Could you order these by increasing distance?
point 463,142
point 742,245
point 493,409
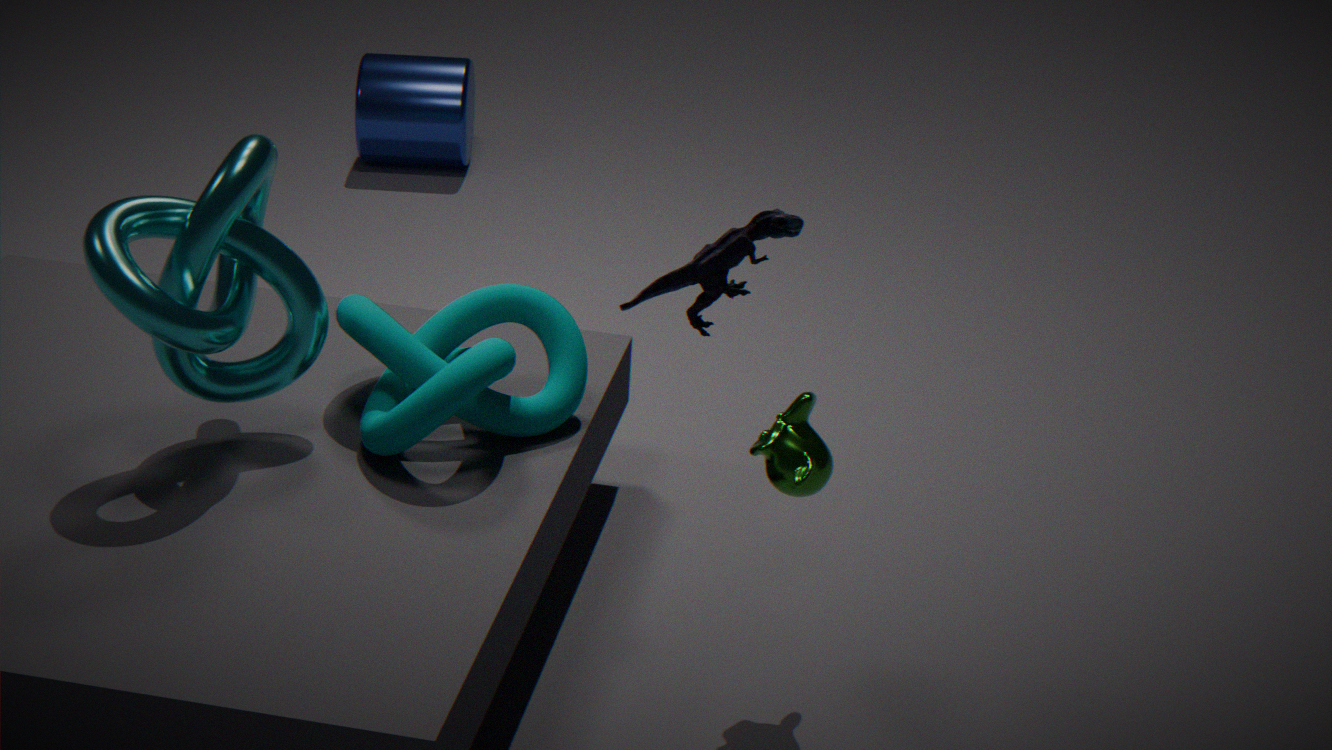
point 742,245
point 493,409
point 463,142
